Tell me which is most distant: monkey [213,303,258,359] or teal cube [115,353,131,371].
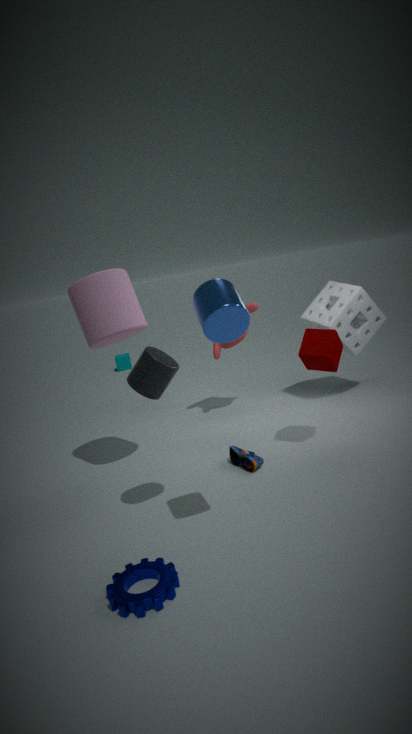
teal cube [115,353,131,371]
